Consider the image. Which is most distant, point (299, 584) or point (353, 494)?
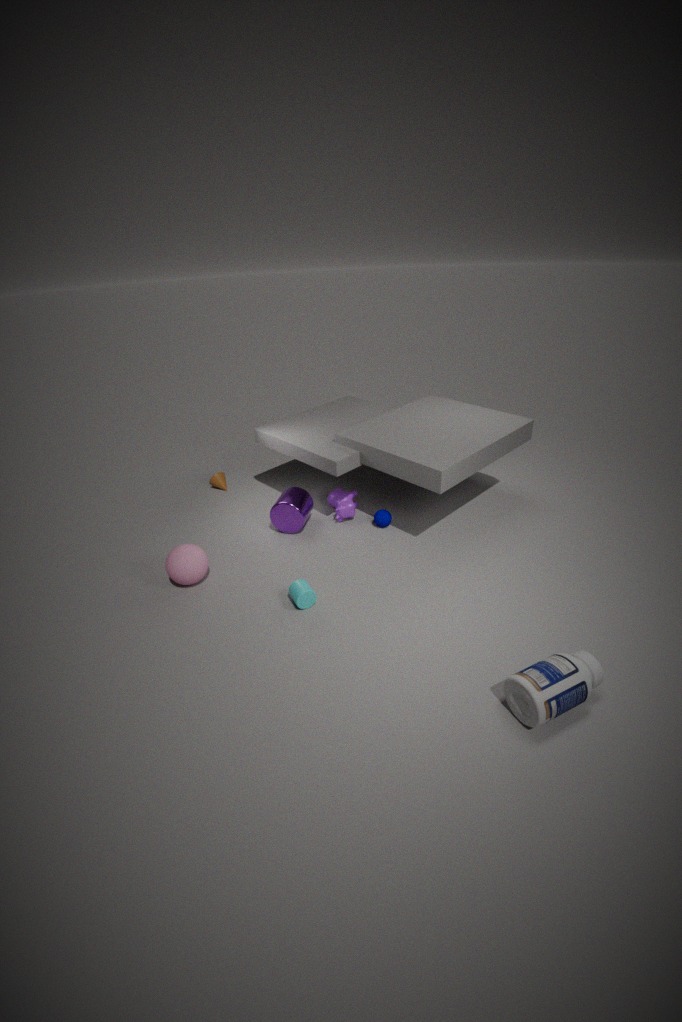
point (353, 494)
